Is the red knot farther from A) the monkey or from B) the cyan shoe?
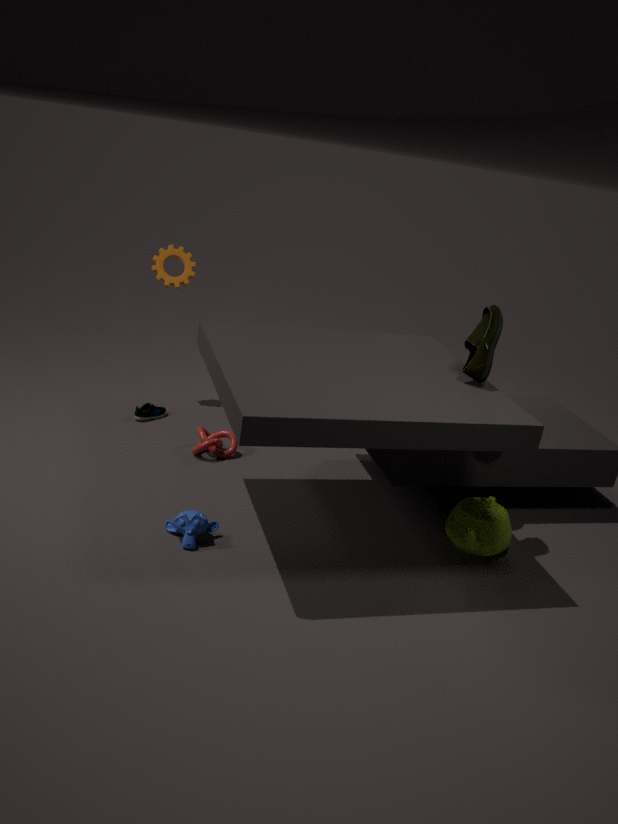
A) the monkey
